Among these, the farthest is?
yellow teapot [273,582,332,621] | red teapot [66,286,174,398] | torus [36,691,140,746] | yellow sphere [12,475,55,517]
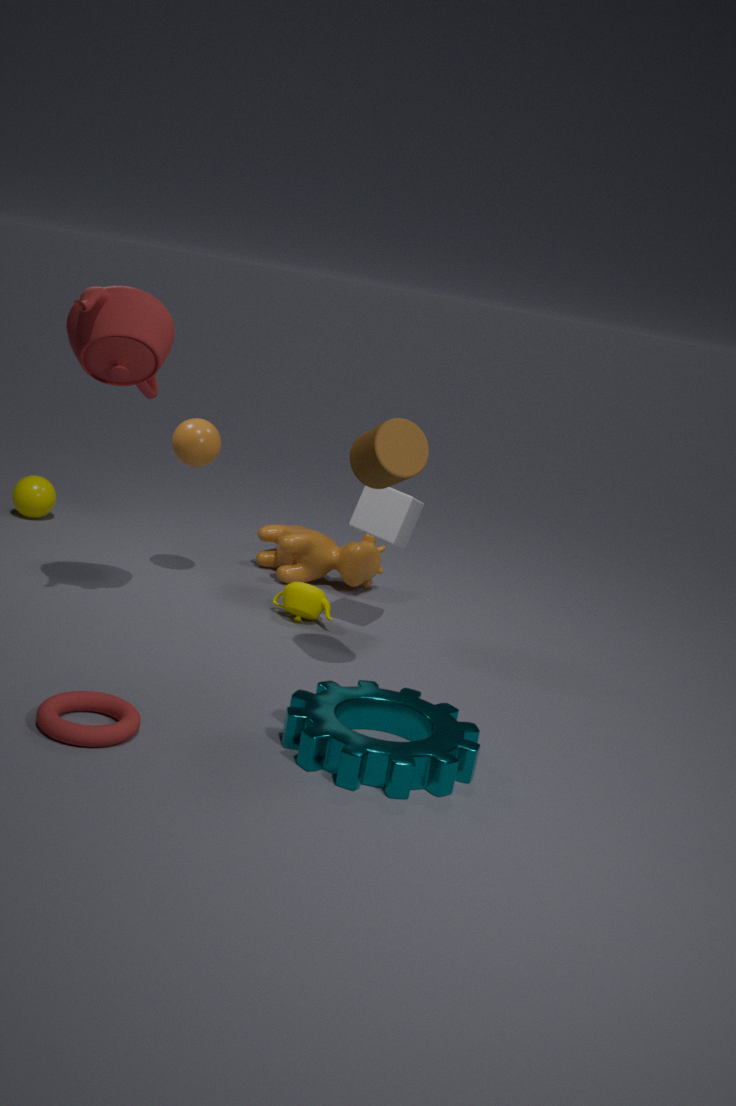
yellow sphere [12,475,55,517]
